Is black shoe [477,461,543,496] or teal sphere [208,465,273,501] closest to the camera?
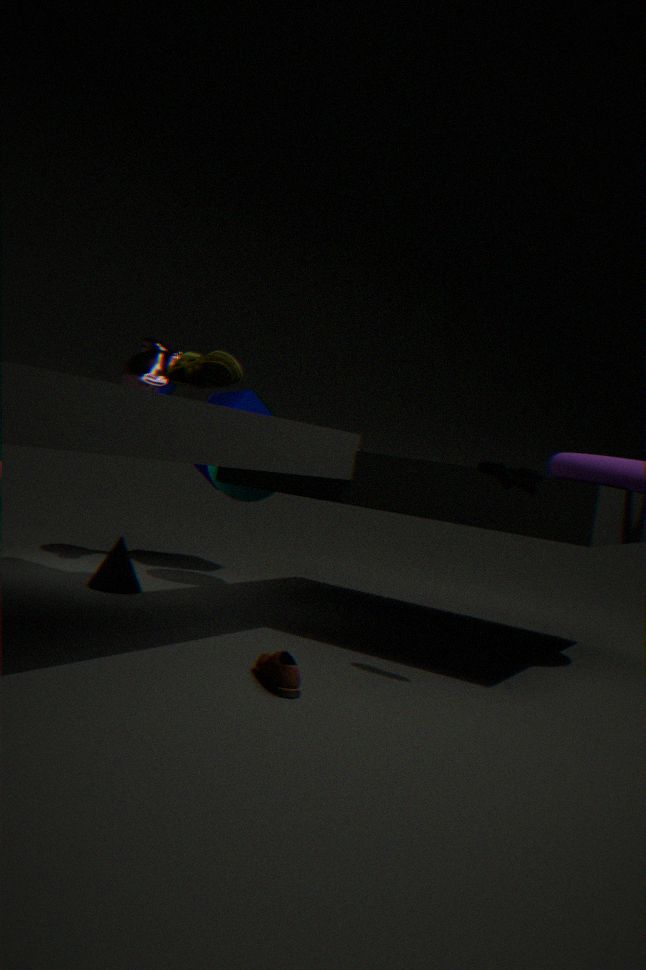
black shoe [477,461,543,496]
